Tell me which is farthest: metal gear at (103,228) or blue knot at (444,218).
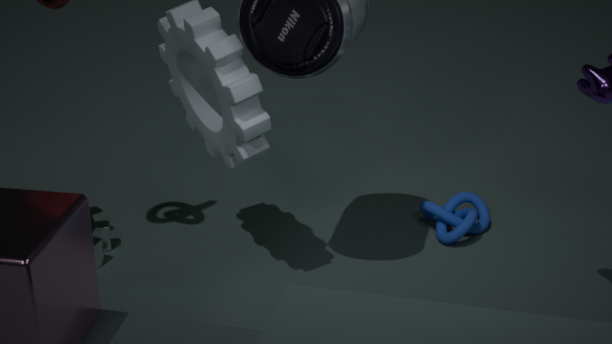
blue knot at (444,218)
